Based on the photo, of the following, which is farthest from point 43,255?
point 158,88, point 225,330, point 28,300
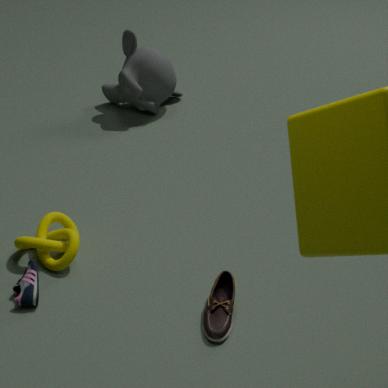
point 158,88
